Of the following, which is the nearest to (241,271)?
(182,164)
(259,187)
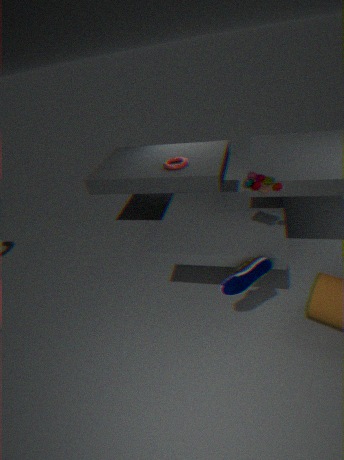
(259,187)
